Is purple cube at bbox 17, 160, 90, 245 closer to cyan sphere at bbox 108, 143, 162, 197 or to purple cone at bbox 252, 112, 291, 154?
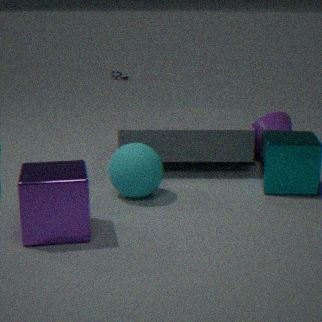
cyan sphere at bbox 108, 143, 162, 197
